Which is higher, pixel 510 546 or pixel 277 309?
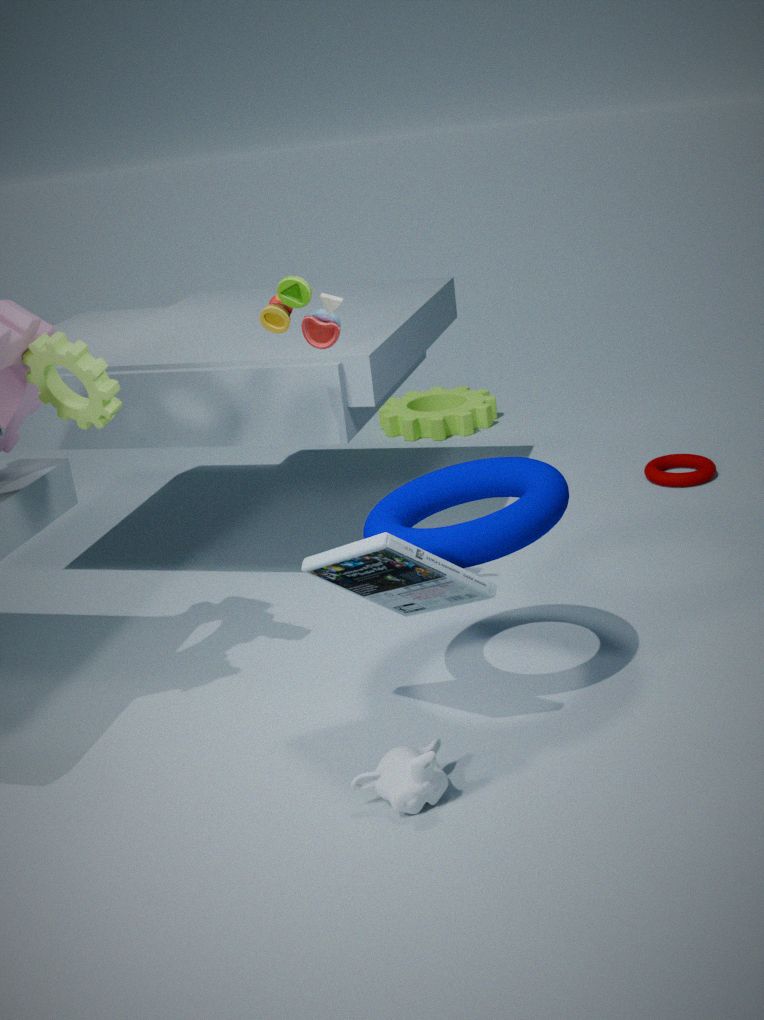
pixel 277 309
